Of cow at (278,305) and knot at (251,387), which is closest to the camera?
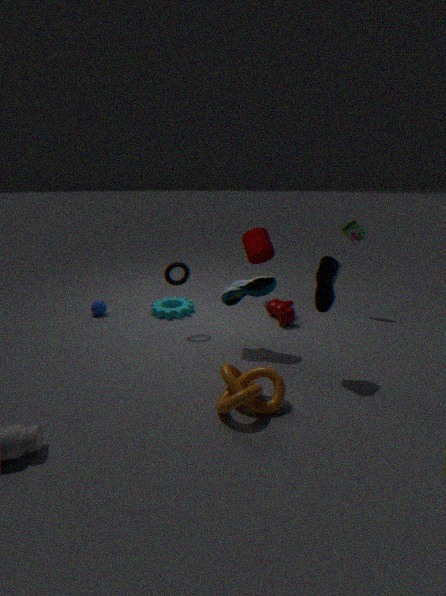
knot at (251,387)
